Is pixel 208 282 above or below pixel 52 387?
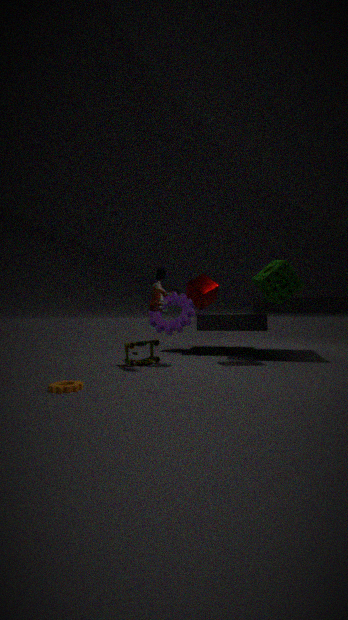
above
